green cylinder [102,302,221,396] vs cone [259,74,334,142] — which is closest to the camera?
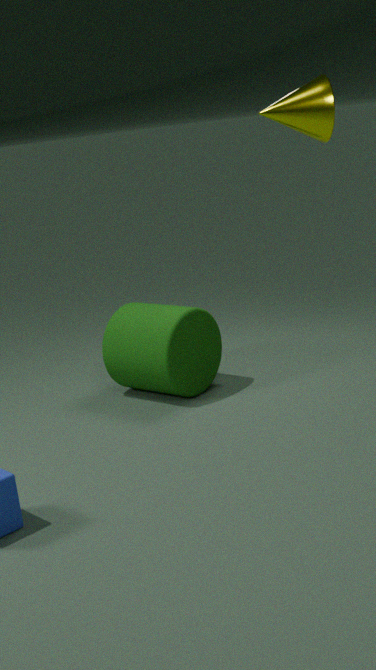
cone [259,74,334,142]
